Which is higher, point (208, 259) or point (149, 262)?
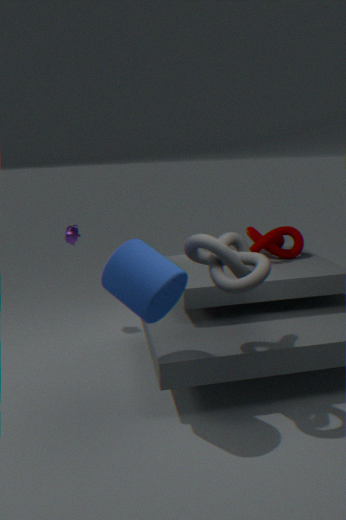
point (208, 259)
